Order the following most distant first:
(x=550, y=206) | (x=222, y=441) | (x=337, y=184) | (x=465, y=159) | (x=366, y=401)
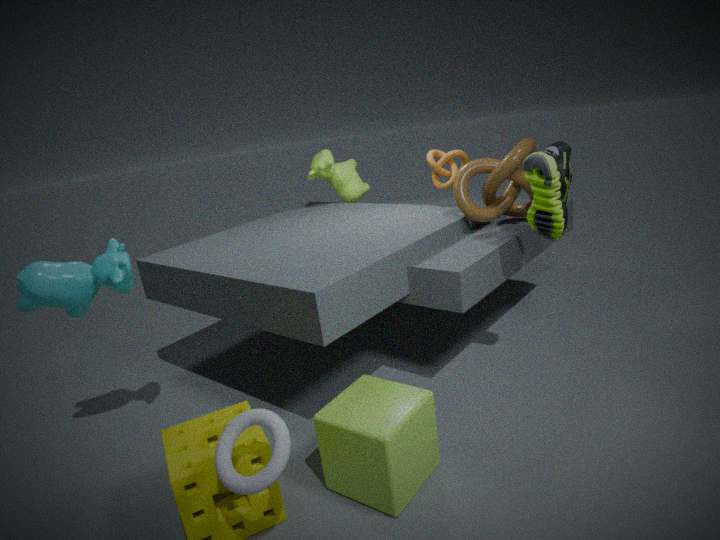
(x=337, y=184) → (x=465, y=159) → (x=550, y=206) → (x=366, y=401) → (x=222, y=441)
